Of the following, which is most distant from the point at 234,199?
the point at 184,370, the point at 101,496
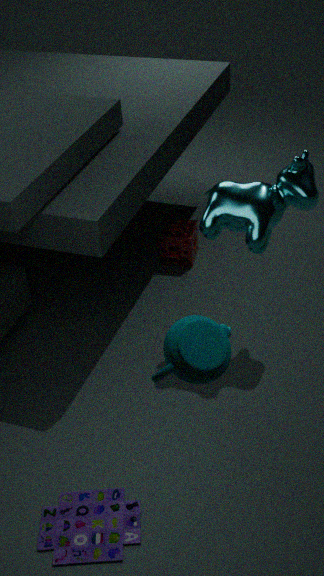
the point at 101,496
